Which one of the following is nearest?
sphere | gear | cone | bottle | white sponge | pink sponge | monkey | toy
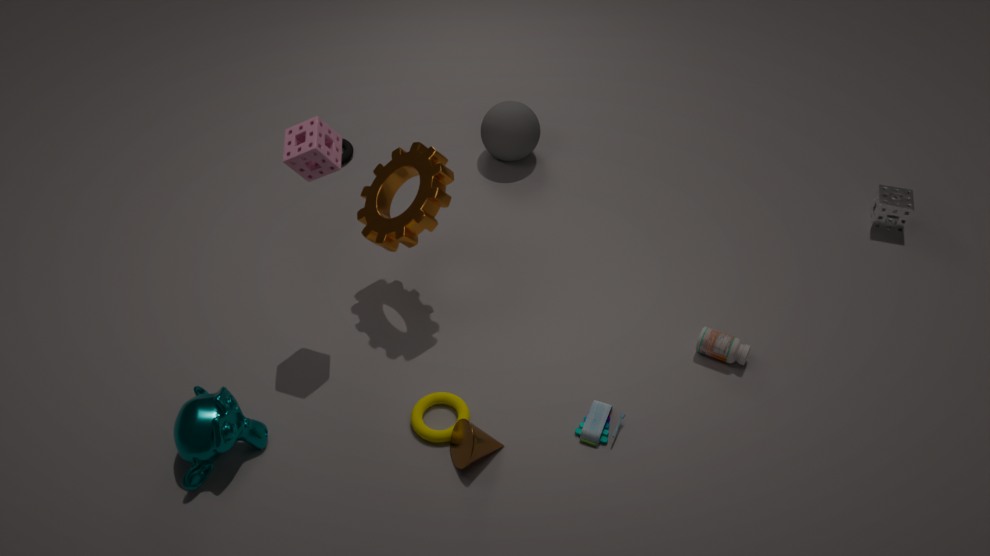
monkey
